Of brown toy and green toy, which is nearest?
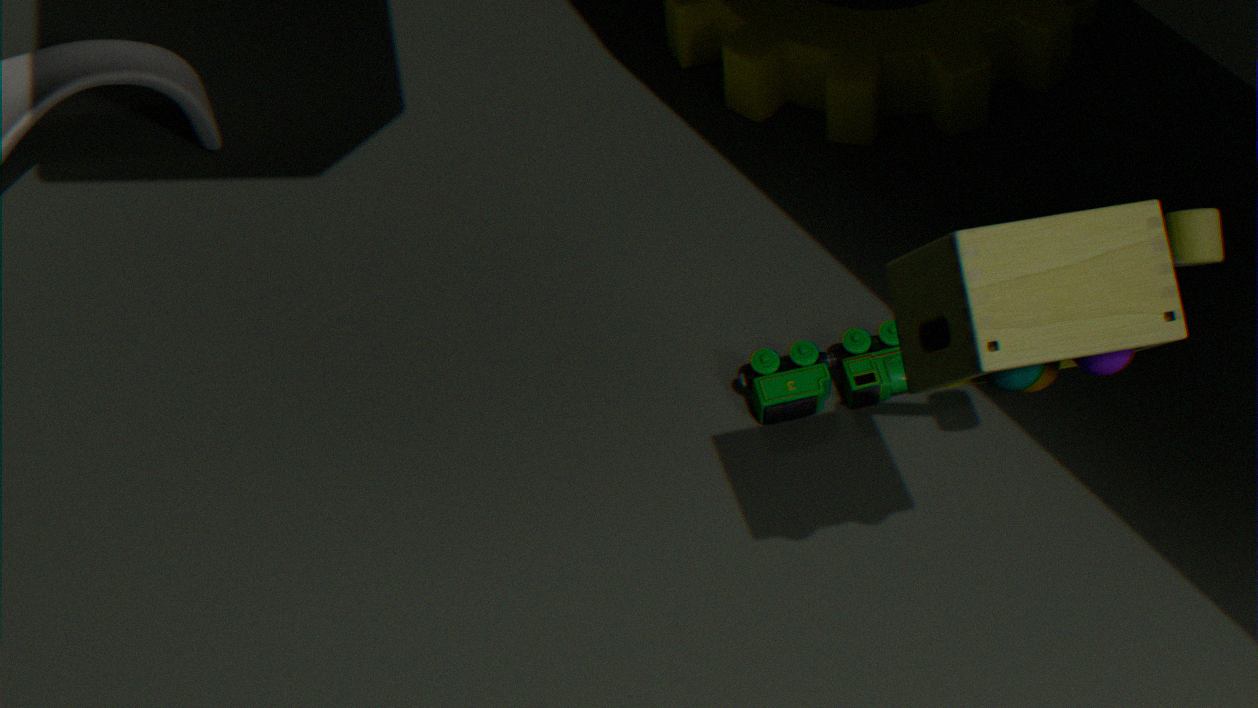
brown toy
